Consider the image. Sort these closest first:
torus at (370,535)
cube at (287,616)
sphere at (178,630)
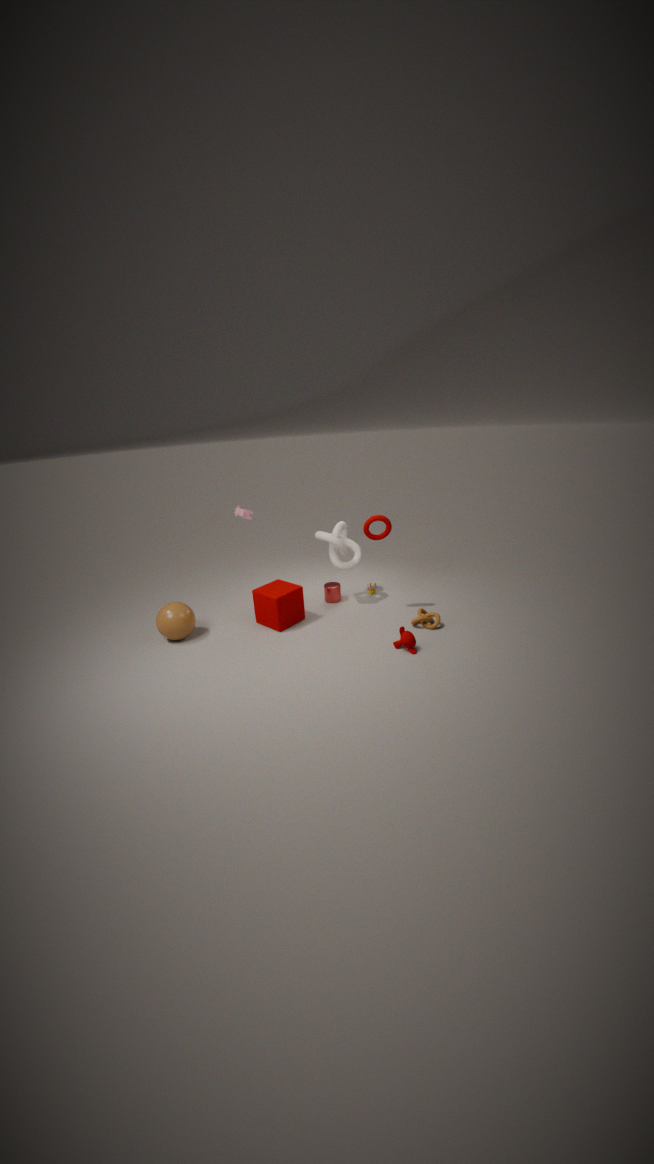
sphere at (178,630)
torus at (370,535)
cube at (287,616)
